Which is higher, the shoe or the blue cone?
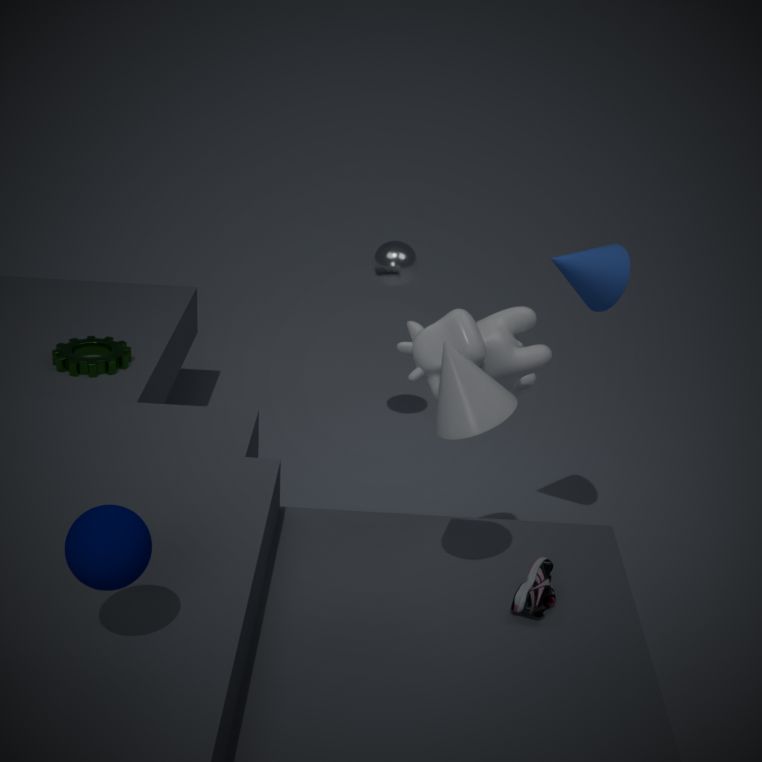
the blue cone
